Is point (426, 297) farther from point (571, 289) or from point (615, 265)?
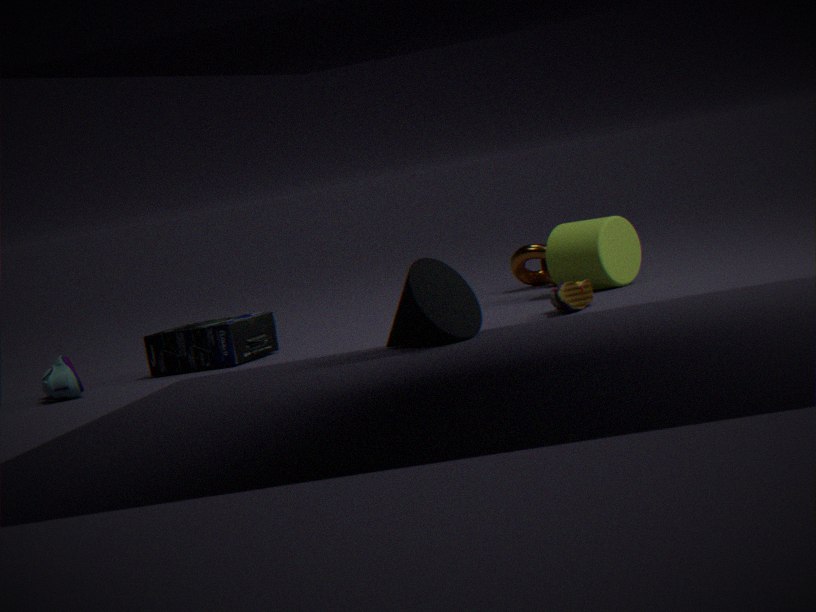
point (615, 265)
